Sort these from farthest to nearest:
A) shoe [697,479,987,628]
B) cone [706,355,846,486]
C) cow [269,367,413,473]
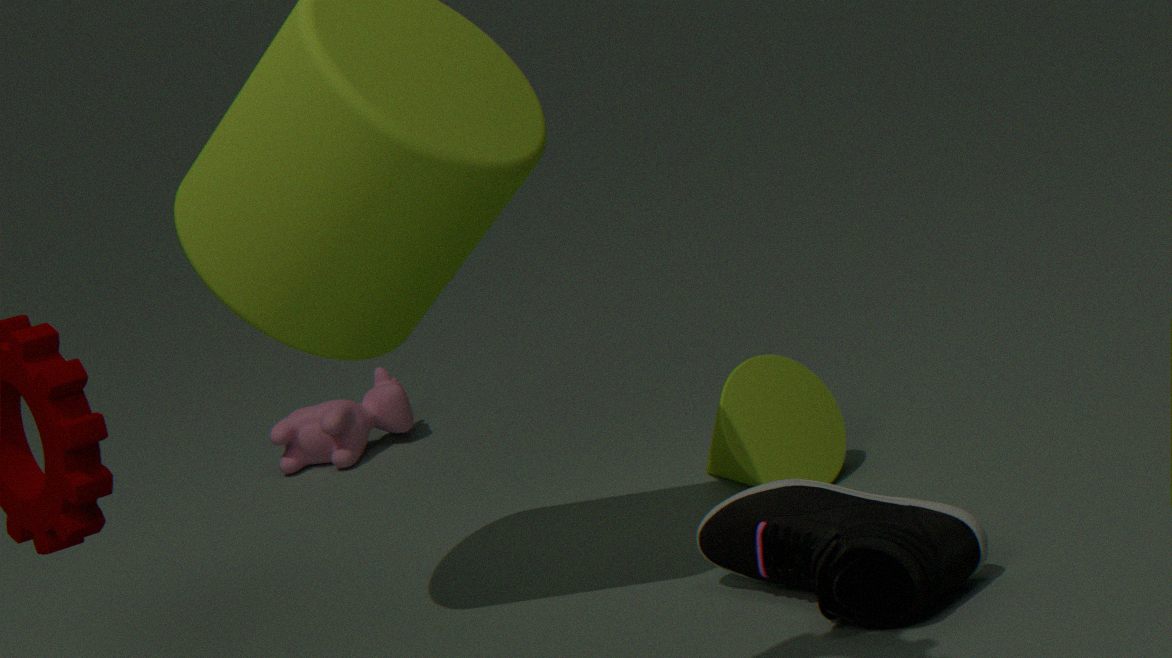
cow [269,367,413,473] < cone [706,355,846,486] < shoe [697,479,987,628]
